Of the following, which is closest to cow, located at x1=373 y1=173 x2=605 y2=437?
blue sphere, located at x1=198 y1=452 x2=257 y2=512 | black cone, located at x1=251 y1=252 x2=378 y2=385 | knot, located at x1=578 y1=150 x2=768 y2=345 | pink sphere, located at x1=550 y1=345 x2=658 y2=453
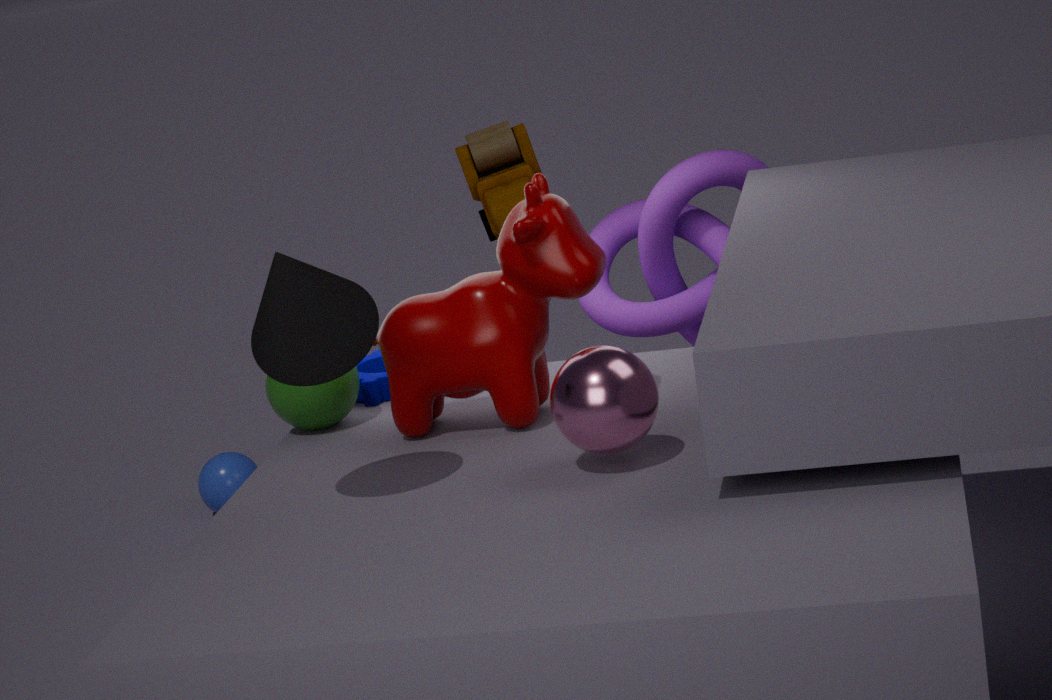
pink sphere, located at x1=550 y1=345 x2=658 y2=453
